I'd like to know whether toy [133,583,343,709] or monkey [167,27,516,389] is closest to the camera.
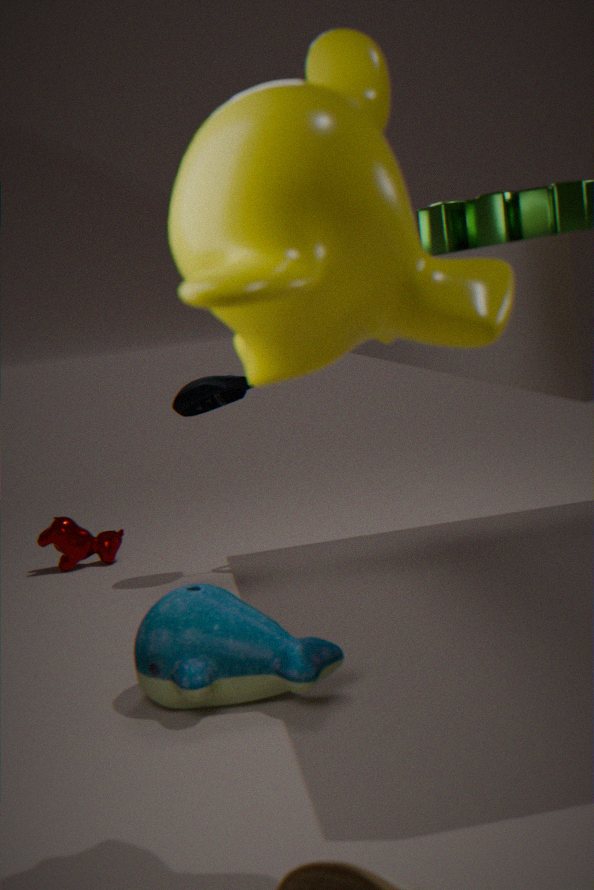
monkey [167,27,516,389]
